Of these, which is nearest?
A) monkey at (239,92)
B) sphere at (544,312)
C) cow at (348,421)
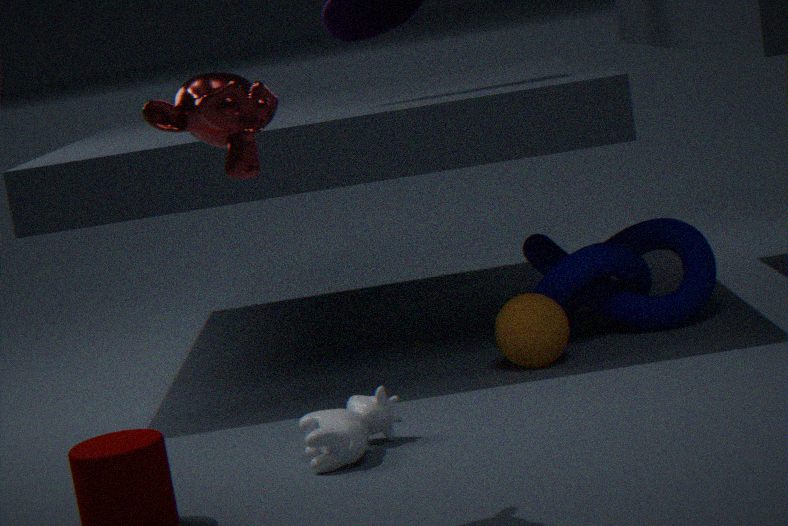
monkey at (239,92)
